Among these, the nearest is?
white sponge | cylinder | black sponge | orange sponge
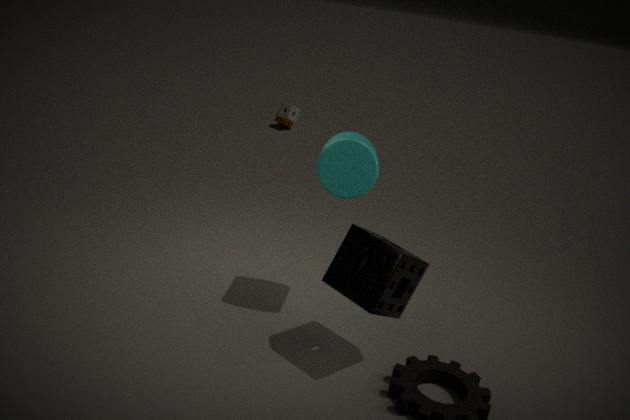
black sponge
